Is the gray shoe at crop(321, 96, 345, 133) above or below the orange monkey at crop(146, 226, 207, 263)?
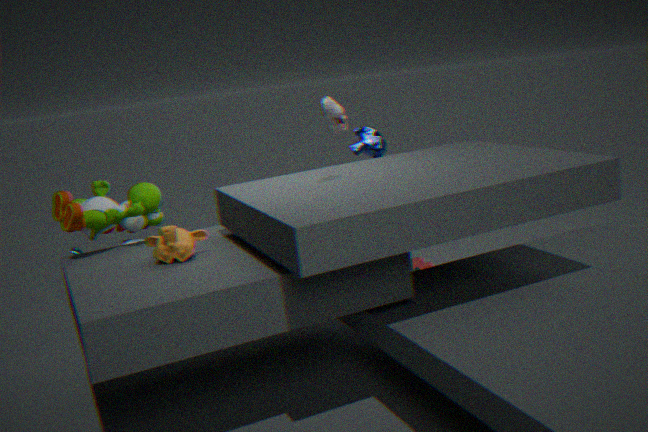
above
